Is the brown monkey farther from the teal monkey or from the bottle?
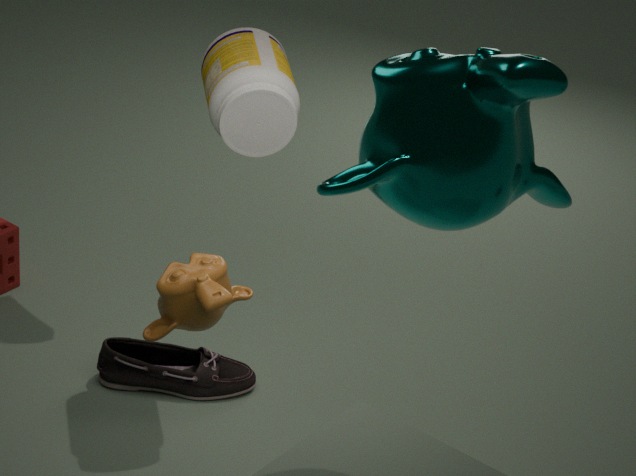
the teal monkey
